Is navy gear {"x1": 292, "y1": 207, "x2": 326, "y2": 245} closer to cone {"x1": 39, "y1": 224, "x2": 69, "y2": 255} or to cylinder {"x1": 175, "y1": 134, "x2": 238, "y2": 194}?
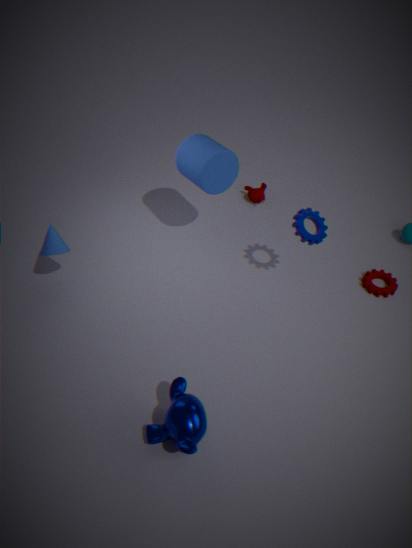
cylinder {"x1": 175, "y1": 134, "x2": 238, "y2": 194}
